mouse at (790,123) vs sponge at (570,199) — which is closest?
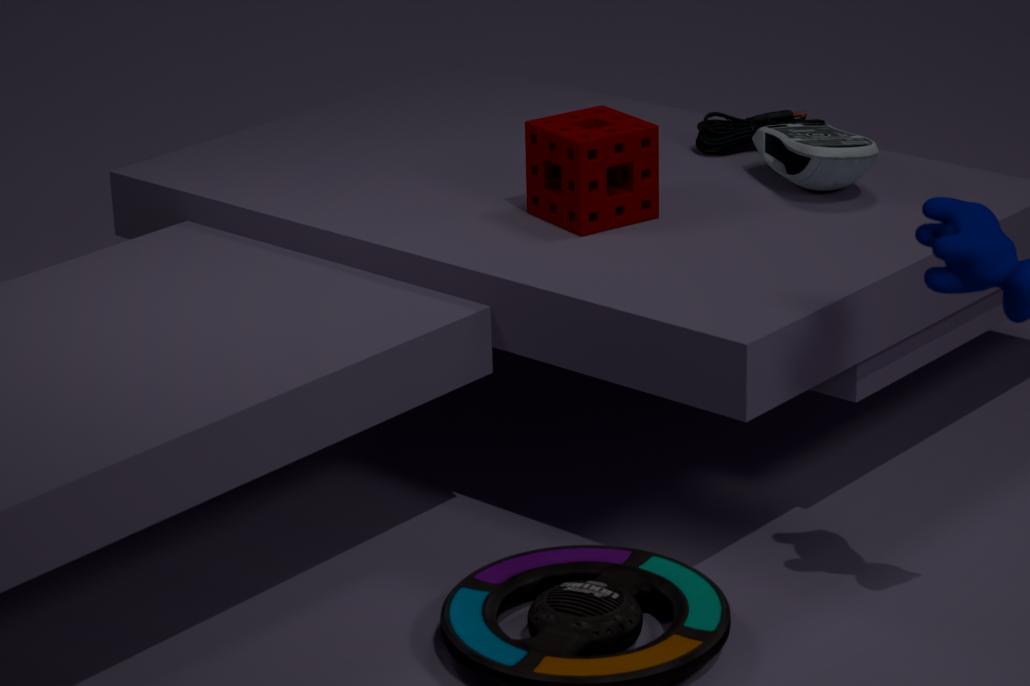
sponge at (570,199)
